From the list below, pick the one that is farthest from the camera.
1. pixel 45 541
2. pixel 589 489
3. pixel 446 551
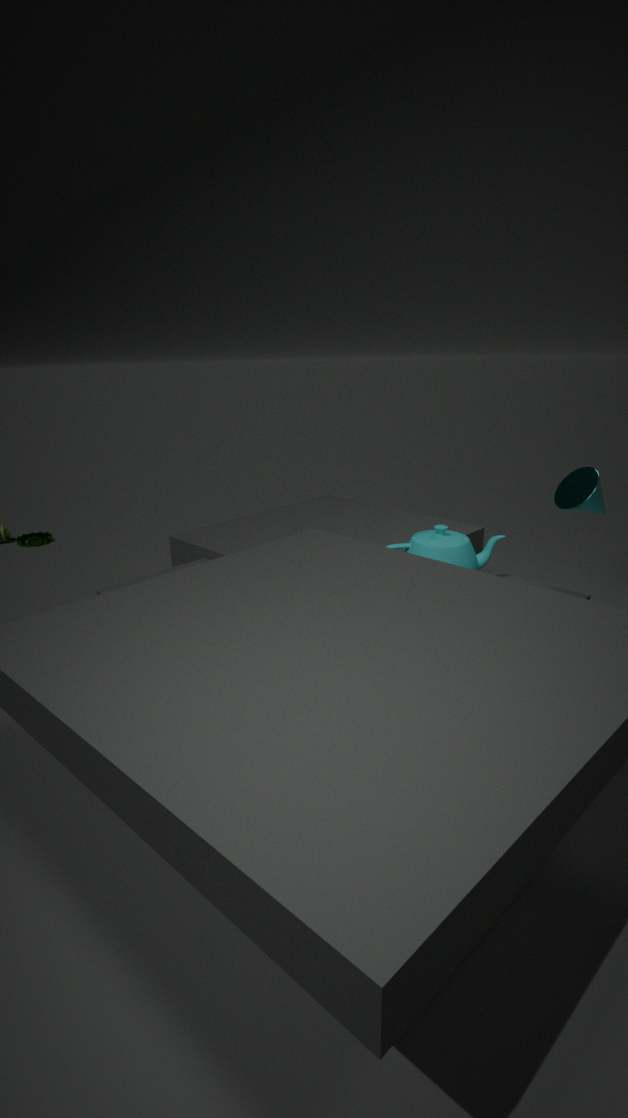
pixel 45 541
